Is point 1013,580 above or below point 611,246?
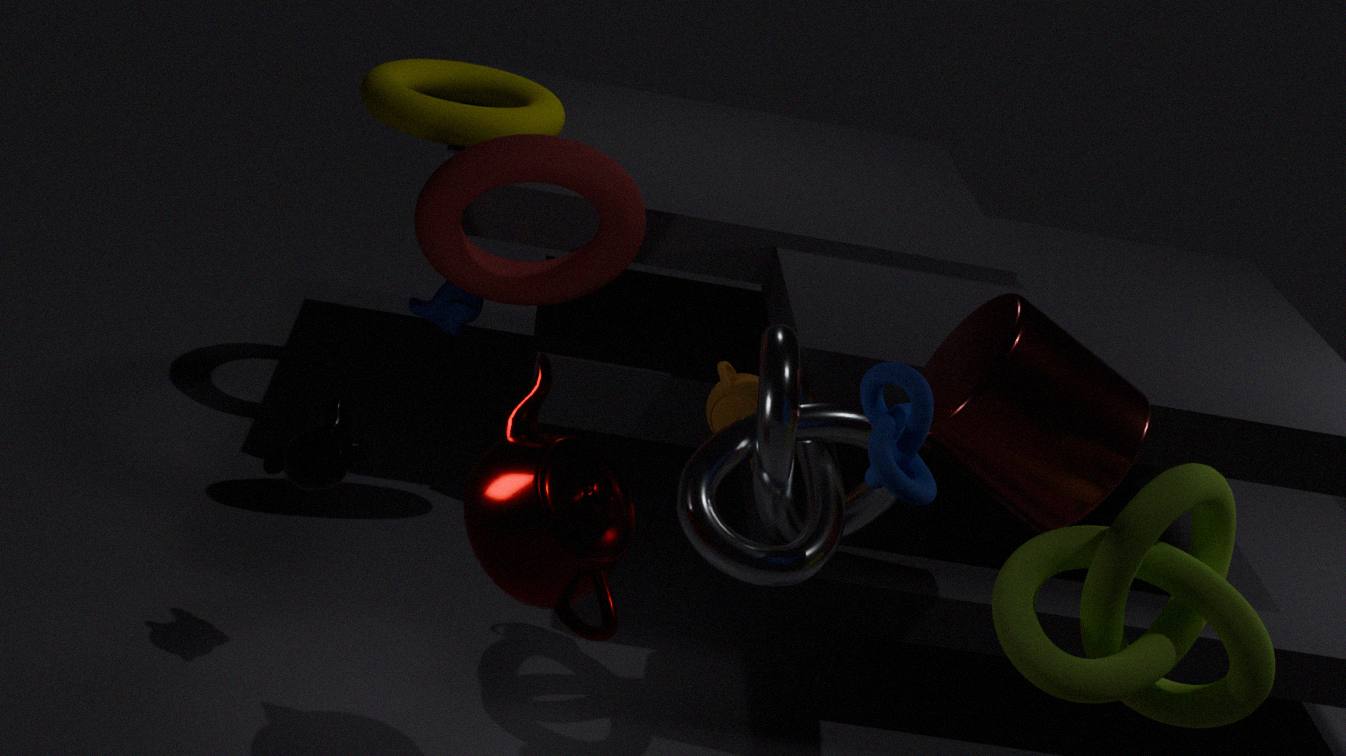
below
